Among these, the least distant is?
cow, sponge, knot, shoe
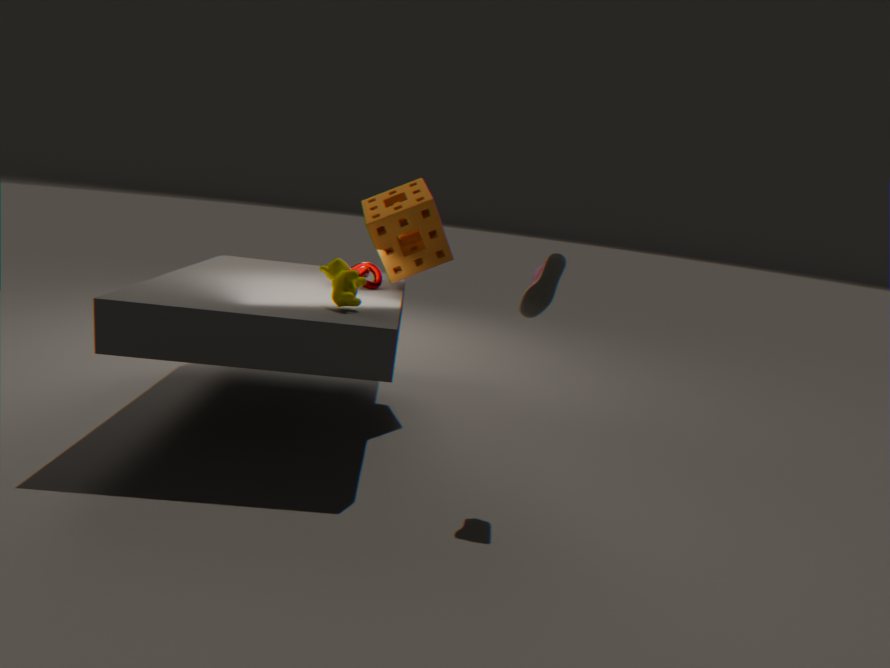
shoe
